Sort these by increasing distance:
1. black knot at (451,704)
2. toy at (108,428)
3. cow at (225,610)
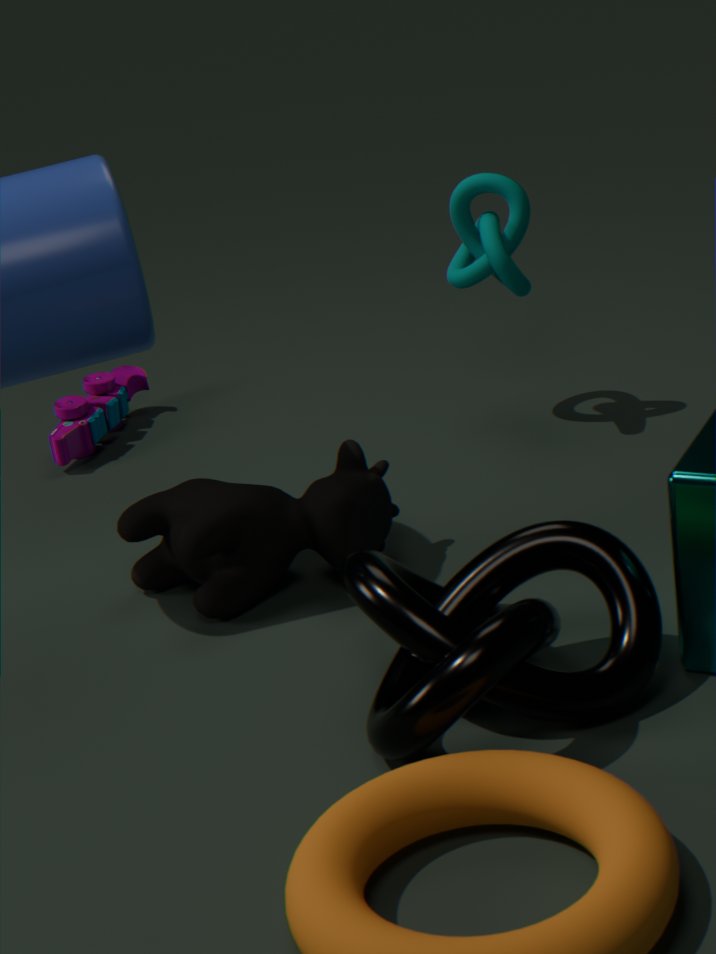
black knot at (451,704)
cow at (225,610)
toy at (108,428)
